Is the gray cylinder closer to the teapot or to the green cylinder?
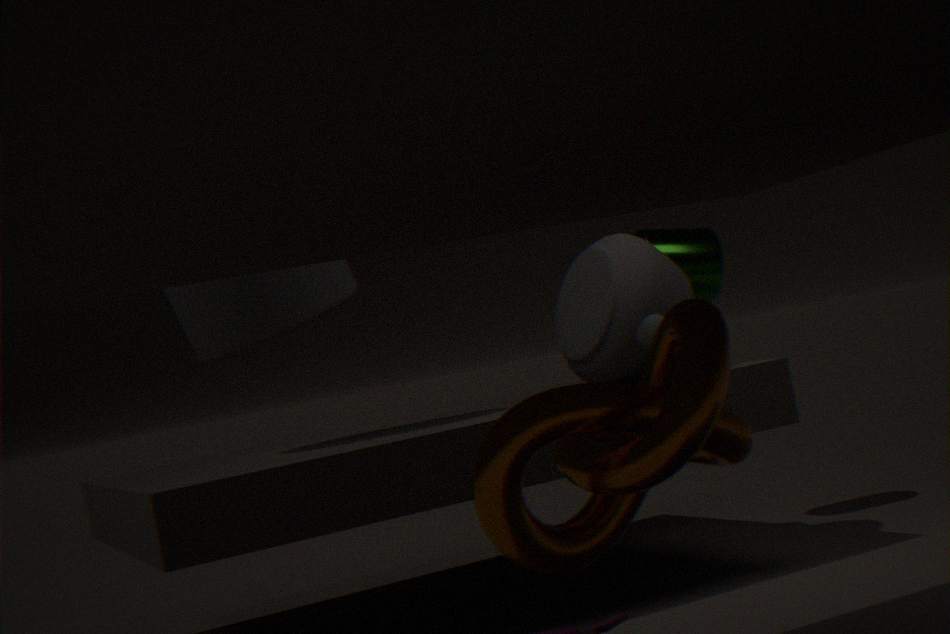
the teapot
